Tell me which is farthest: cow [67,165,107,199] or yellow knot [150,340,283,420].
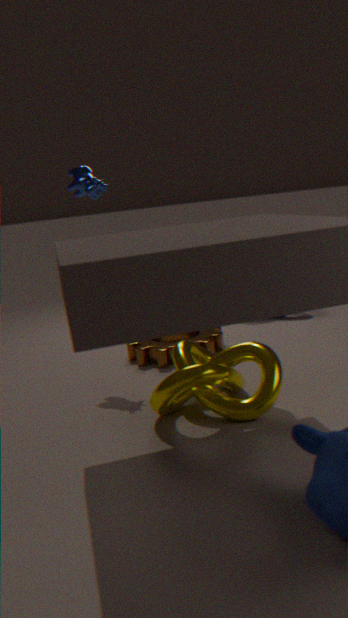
cow [67,165,107,199]
